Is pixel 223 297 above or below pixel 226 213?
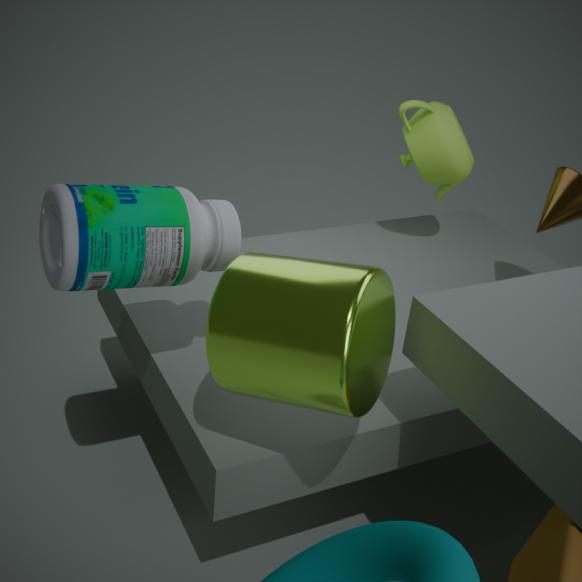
below
